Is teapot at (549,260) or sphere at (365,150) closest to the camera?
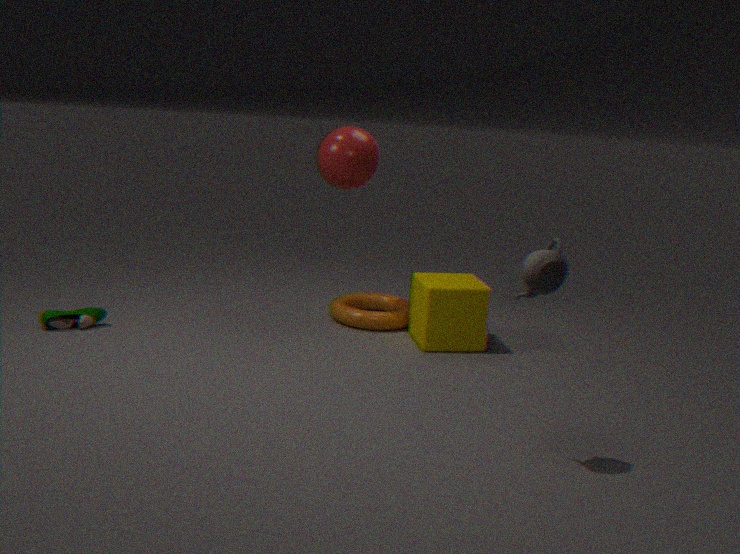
teapot at (549,260)
